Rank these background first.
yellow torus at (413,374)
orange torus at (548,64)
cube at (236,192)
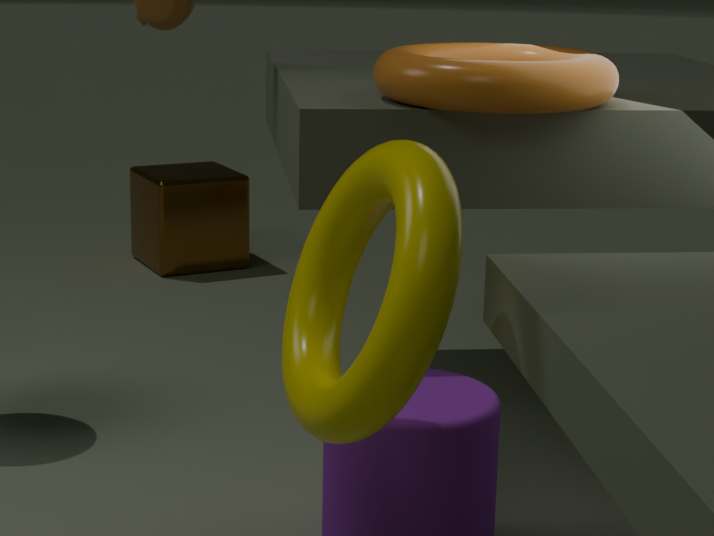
cube at (236,192) → orange torus at (548,64) → yellow torus at (413,374)
